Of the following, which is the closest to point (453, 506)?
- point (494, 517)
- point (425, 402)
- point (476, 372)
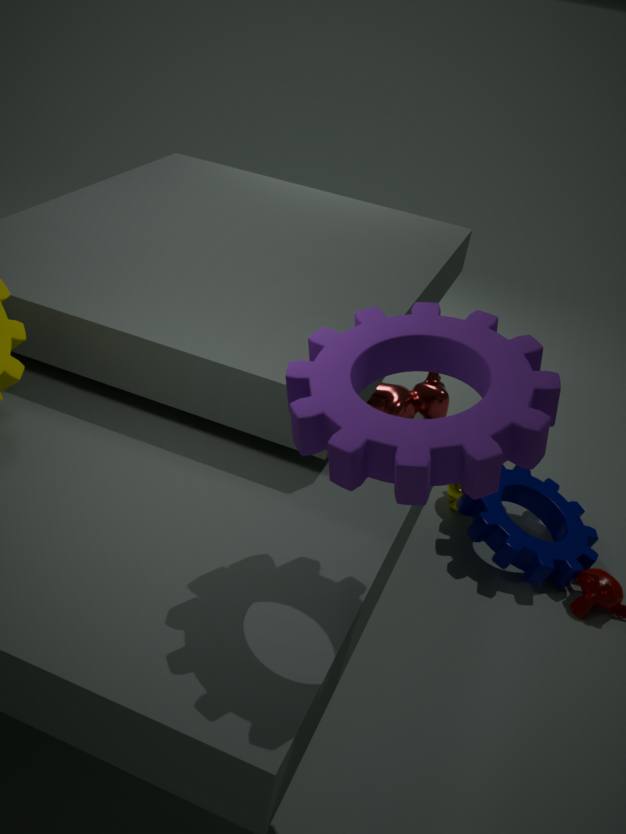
point (494, 517)
